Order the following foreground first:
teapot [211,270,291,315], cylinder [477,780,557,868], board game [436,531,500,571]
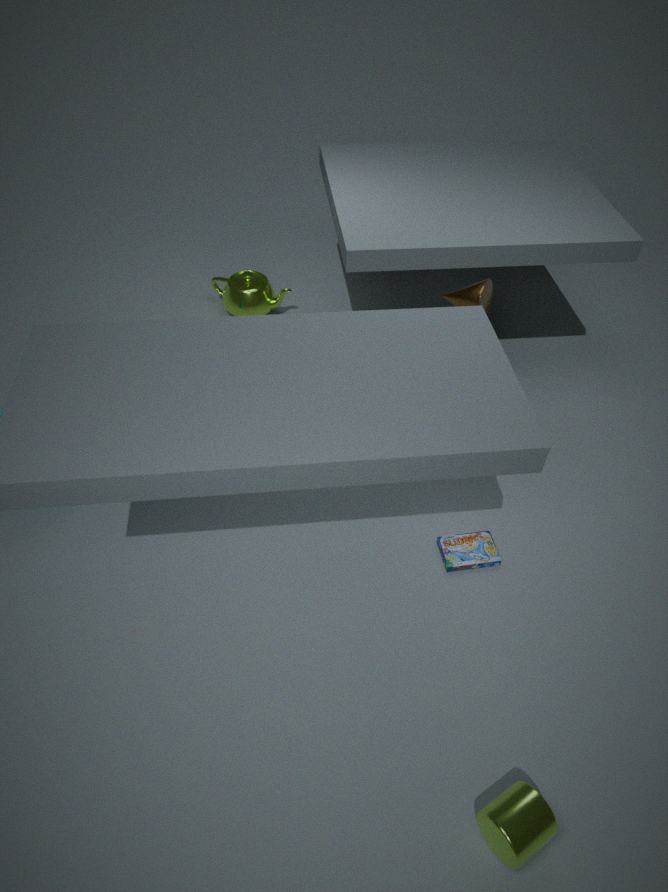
cylinder [477,780,557,868] < board game [436,531,500,571] < teapot [211,270,291,315]
